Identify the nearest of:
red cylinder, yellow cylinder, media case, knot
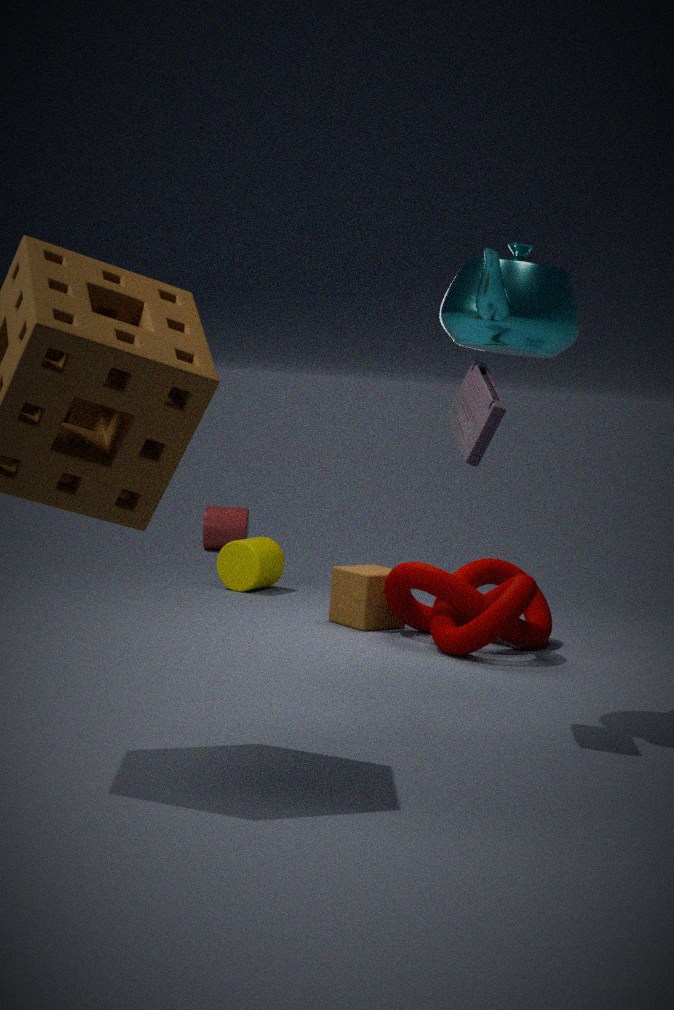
media case
